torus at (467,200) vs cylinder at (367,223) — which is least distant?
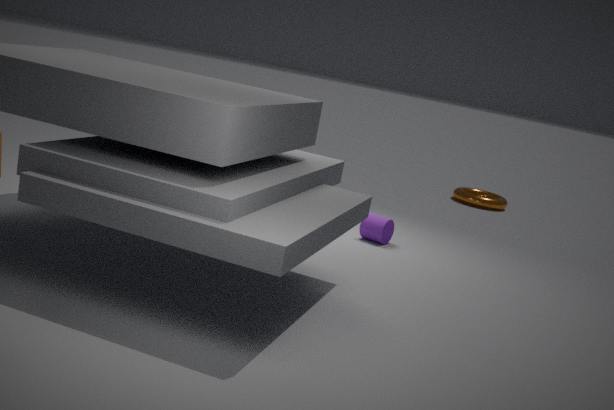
cylinder at (367,223)
